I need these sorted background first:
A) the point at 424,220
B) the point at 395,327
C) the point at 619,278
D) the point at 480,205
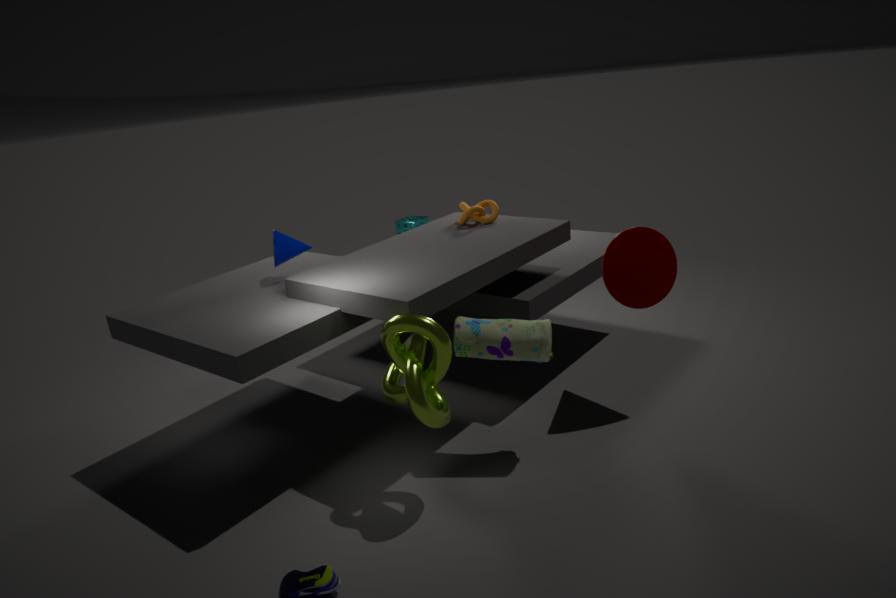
the point at 424,220
the point at 480,205
the point at 619,278
the point at 395,327
